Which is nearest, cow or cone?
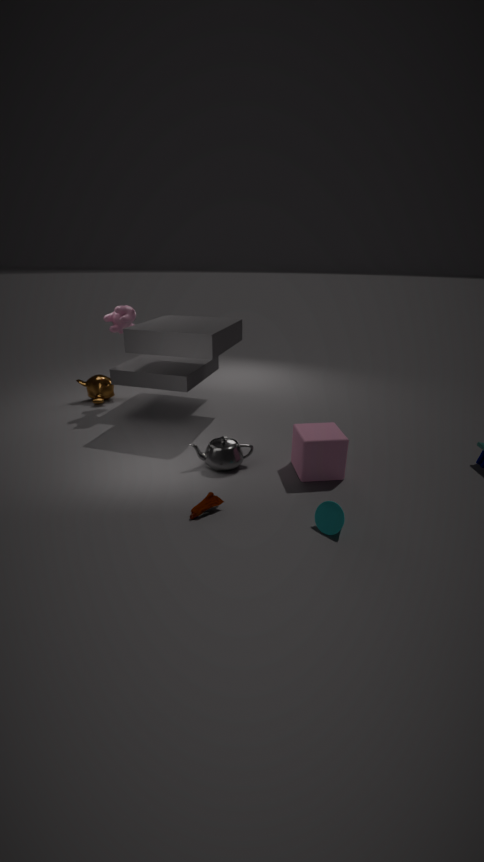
cone
